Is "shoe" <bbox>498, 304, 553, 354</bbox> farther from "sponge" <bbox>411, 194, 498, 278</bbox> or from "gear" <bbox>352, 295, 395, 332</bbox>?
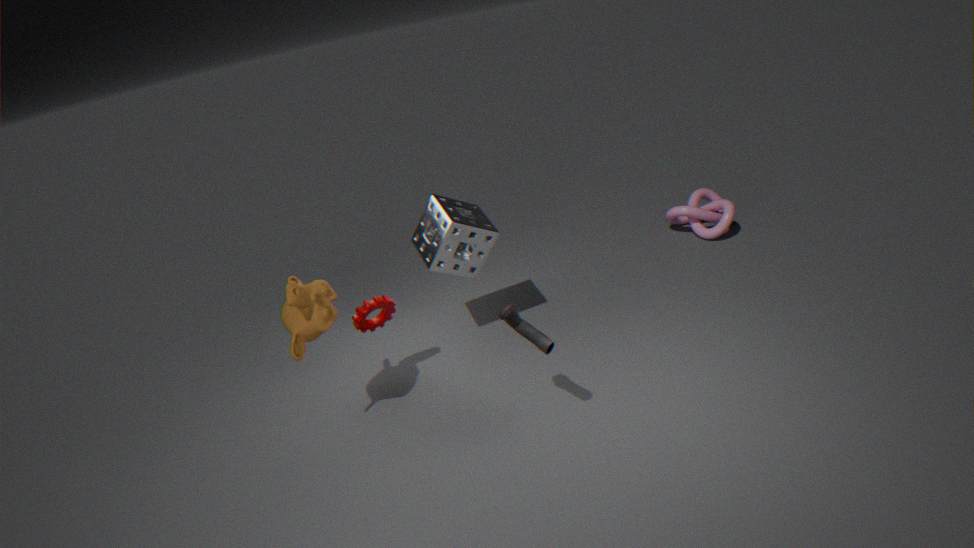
"gear" <bbox>352, 295, 395, 332</bbox>
